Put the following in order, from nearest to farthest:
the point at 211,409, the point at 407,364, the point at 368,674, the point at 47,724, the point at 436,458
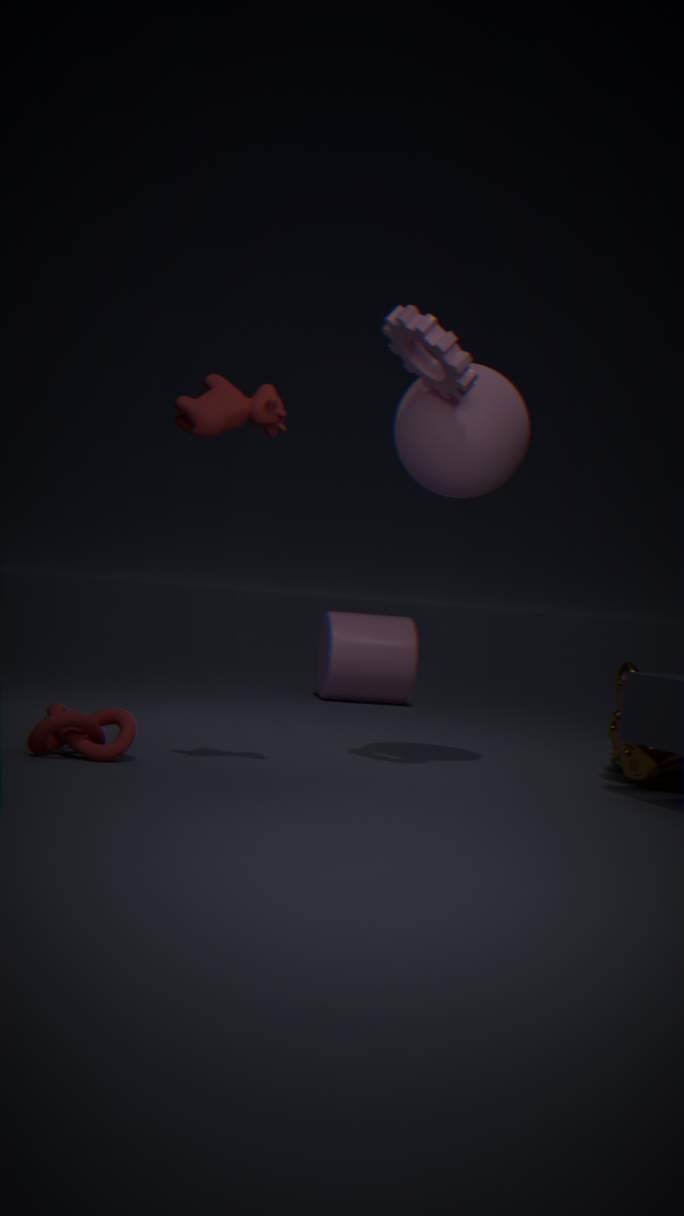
the point at 211,409, the point at 47,724, the point at 407,364, the point at 436,458, the point at 368,674
